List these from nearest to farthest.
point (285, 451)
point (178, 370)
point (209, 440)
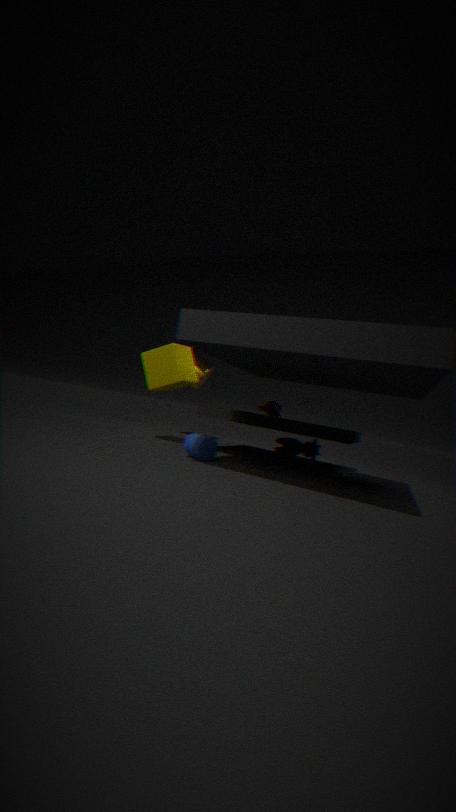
point (209, 440), point (178, 370), point (285, 451)
